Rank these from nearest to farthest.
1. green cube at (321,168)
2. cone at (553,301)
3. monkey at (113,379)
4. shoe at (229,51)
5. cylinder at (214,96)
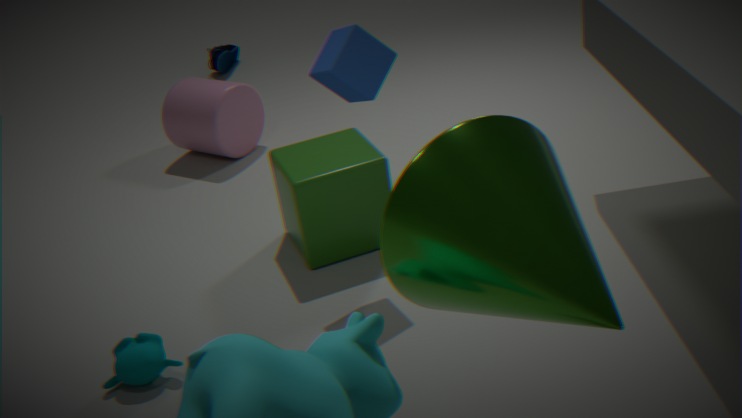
cone at (553,301)
monkey at (113,379)
green cube at (321,168)
cylinder at (214,96)
shoe at (229,51)
